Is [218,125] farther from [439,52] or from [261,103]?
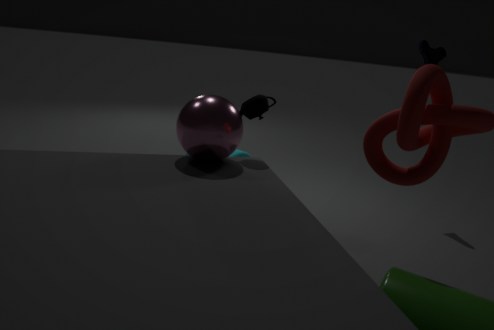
[439,52]
